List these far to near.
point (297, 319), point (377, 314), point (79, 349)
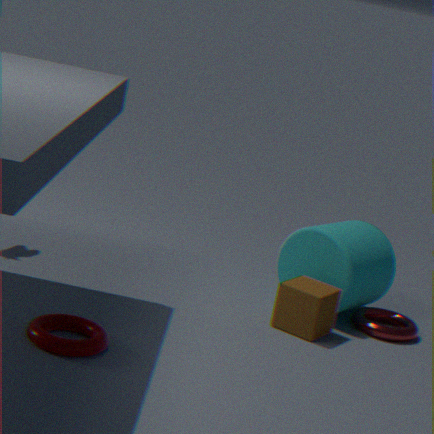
1. point (377, 314)
2. point (297, 319)
3. point (79, 349)
